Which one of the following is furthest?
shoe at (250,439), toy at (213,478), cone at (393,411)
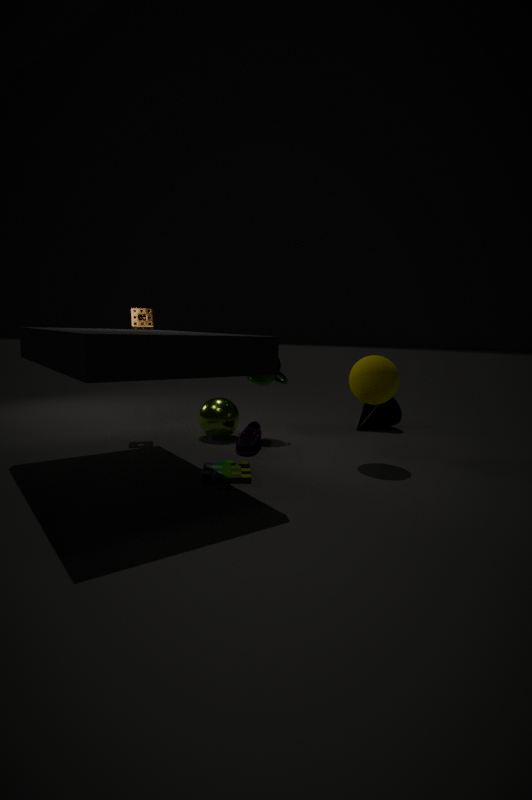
cone at (393,411)
